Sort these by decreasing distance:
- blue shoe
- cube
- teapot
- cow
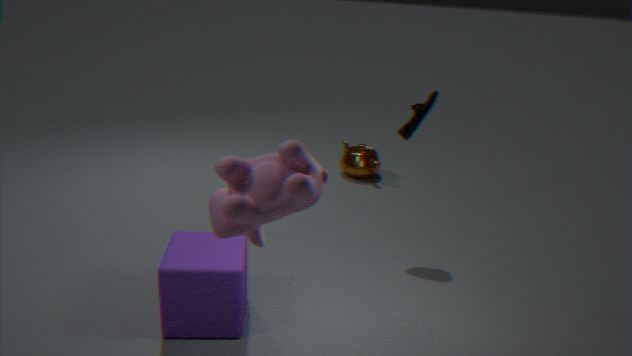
teapot
blue shoe
cube
cow
